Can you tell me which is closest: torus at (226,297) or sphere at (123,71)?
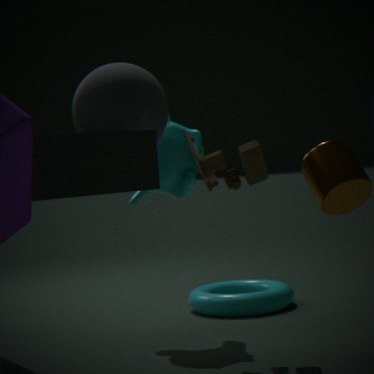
sphere at (123,71)
